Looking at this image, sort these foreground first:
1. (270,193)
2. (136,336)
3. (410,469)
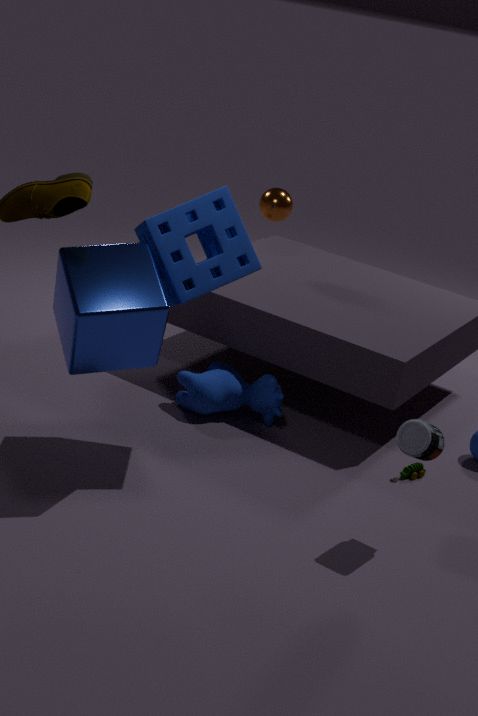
1. (136,336)
2. (410,469)
3. (270,193)
